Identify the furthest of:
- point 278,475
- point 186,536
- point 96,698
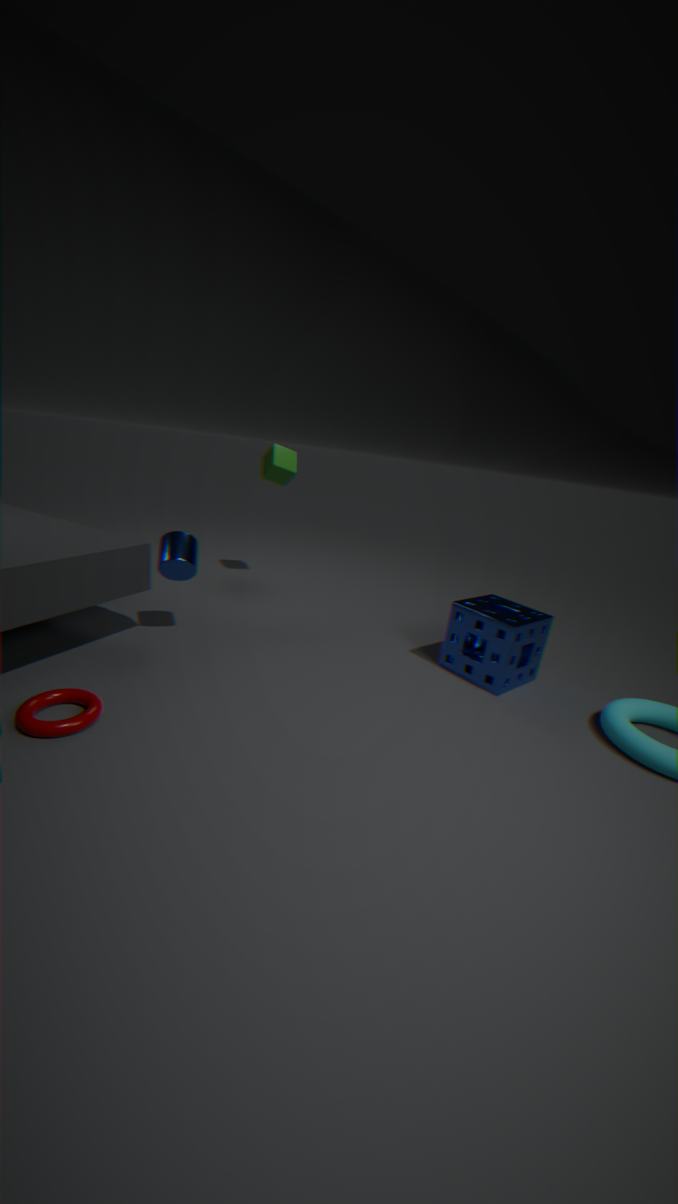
point 278,475
